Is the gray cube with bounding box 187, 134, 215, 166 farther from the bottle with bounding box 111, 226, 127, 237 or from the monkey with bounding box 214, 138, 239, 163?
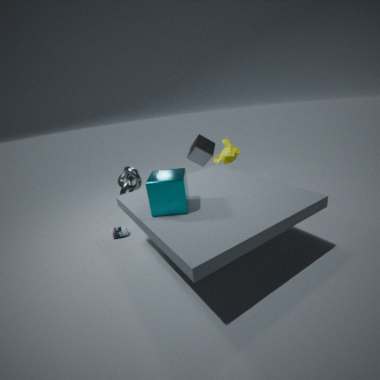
the bottle with bounding box 111, 226, 127, 237
